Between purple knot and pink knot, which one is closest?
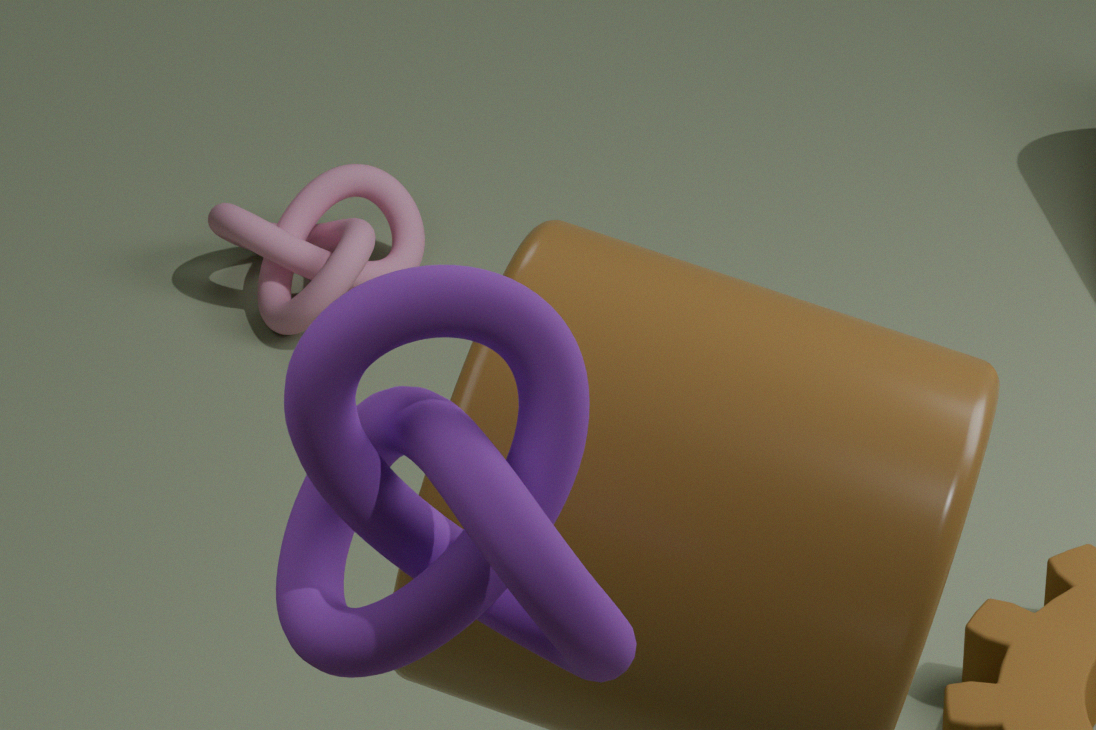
purple knot
